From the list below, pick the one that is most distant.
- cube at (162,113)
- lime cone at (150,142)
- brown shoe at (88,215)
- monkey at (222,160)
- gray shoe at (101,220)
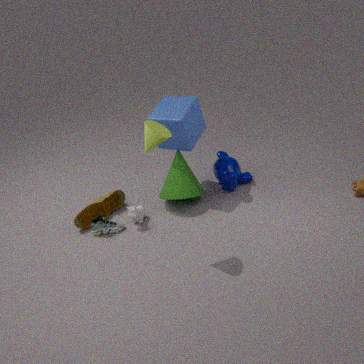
monkey at (222,160)
